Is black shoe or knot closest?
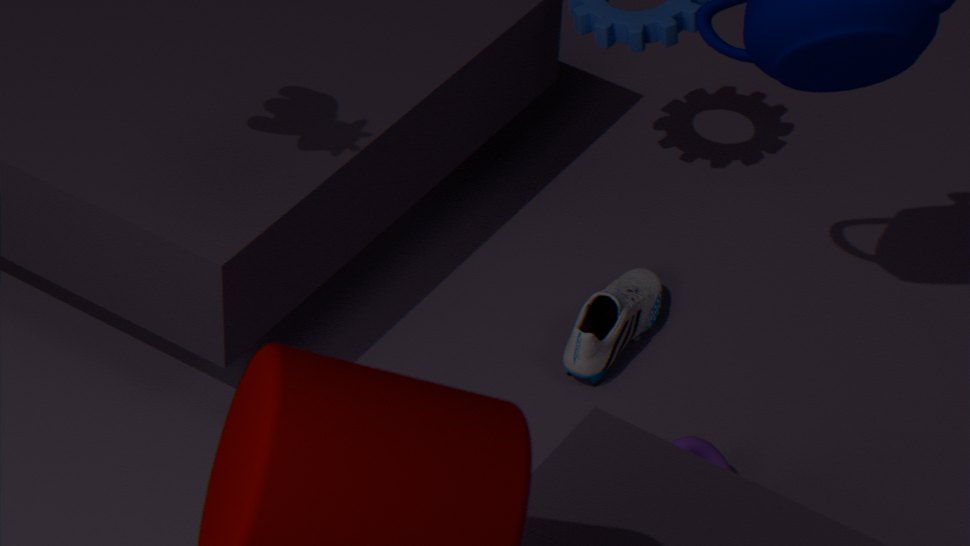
knot
